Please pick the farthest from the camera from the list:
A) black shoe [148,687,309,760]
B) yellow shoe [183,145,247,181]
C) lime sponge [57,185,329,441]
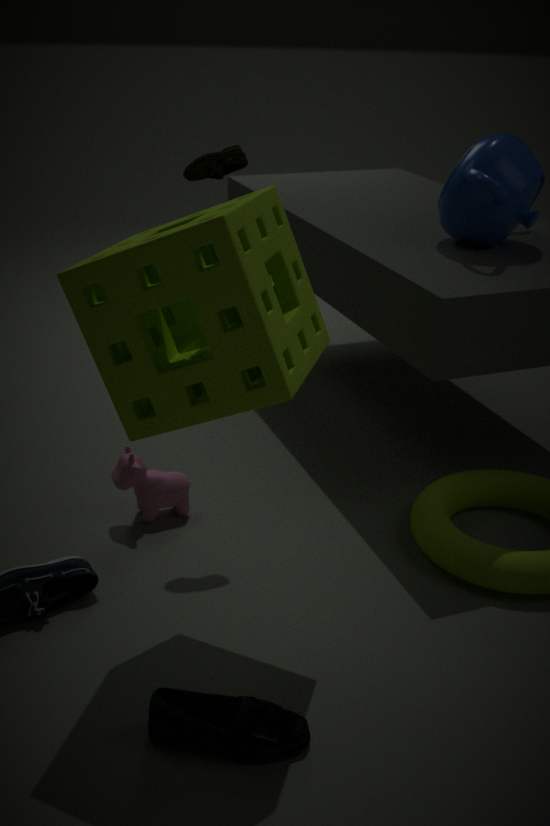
yellow shoe [183,145,247,181]
